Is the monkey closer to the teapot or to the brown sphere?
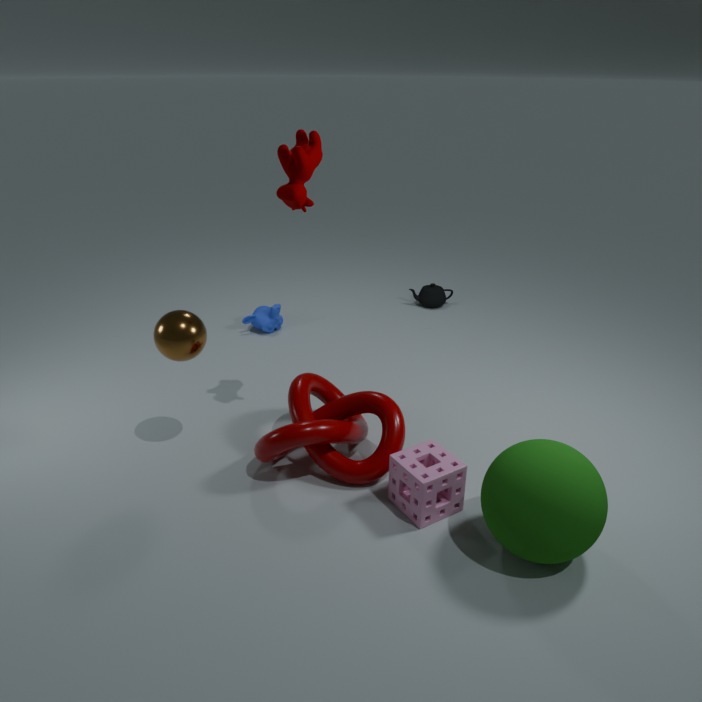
the teapot
